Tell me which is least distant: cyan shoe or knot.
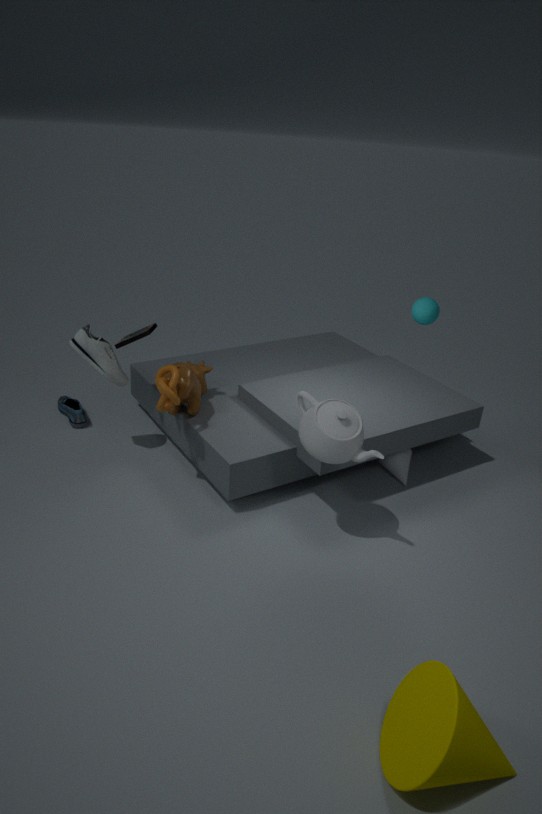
knot
